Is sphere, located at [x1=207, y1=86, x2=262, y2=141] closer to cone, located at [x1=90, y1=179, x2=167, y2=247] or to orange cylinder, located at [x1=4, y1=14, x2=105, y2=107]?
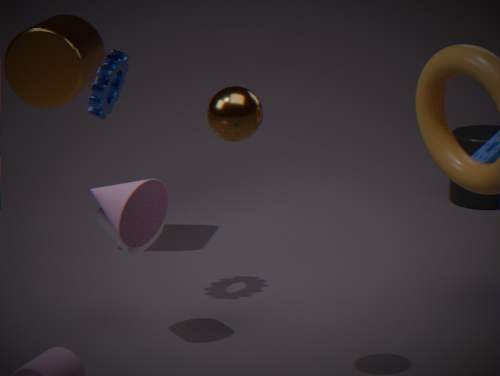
cone, located at [x1=90, y1=179, x2=167, y2=247]
